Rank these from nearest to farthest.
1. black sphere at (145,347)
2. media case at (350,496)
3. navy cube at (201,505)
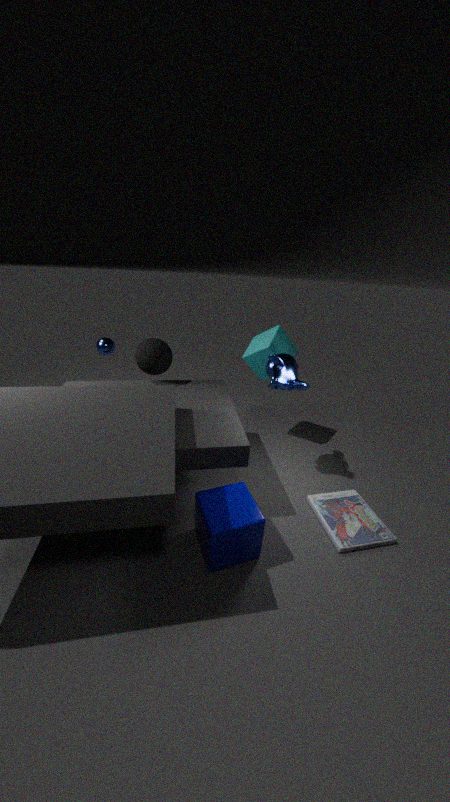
navy cube at (201,505), media case at (350,496), black sphere at (145,347)
